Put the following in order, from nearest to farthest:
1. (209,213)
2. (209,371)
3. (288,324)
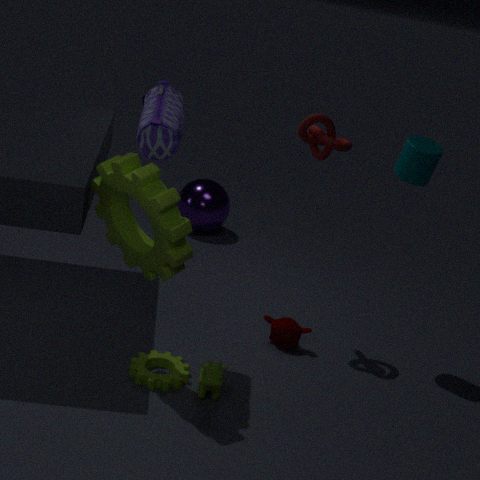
(209,371) → (288,324) → (209,213)
